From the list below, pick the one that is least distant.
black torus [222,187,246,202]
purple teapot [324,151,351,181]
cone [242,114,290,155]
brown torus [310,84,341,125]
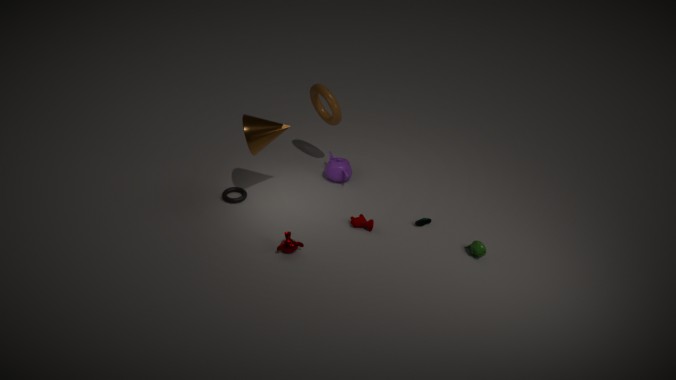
cone [242,114,290,155]
